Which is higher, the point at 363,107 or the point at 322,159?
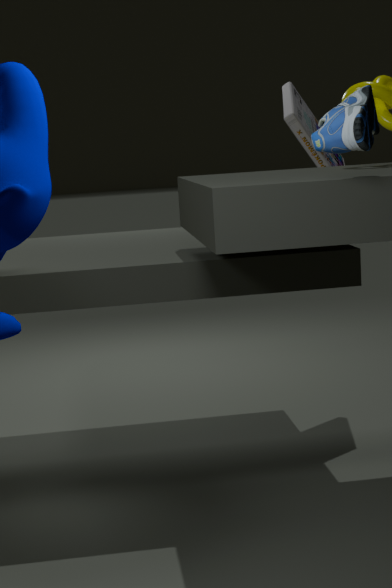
the point at 363,107
